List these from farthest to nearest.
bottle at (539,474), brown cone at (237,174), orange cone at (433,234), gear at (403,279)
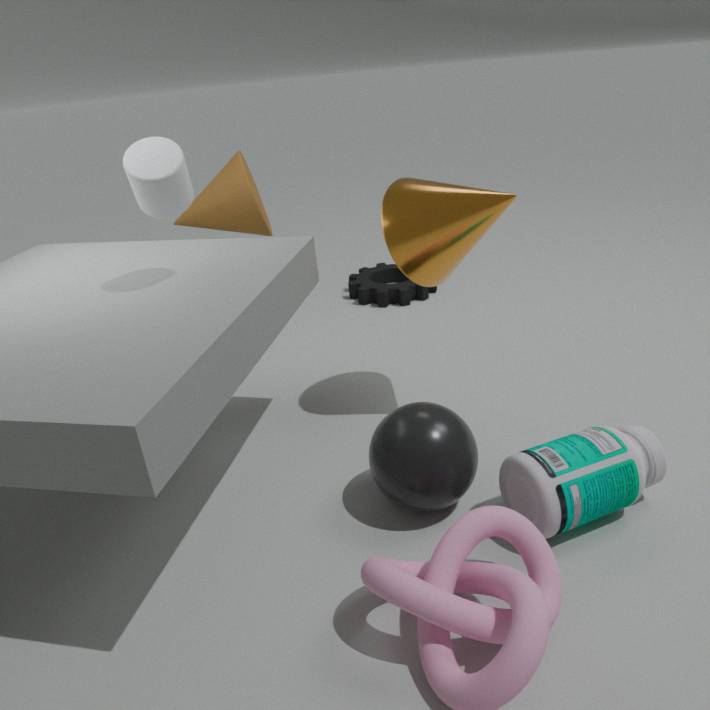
gear at (403,279), brown cone at (237,174), orange cone at (433,234), bottle at (539,474)
